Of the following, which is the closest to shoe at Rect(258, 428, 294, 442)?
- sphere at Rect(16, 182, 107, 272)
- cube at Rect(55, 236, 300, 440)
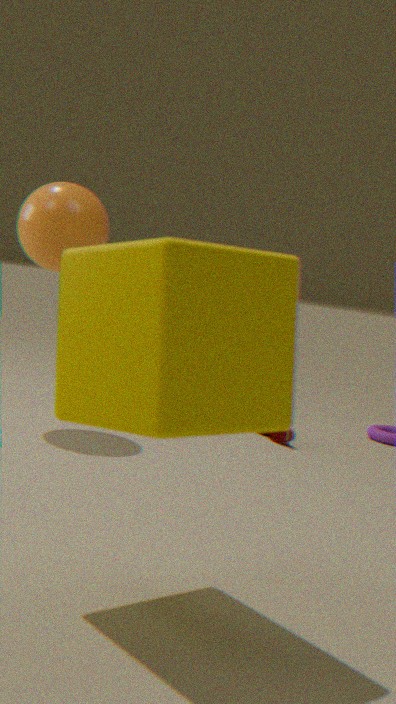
sphere at Rect(16, 182, 107, 272)
